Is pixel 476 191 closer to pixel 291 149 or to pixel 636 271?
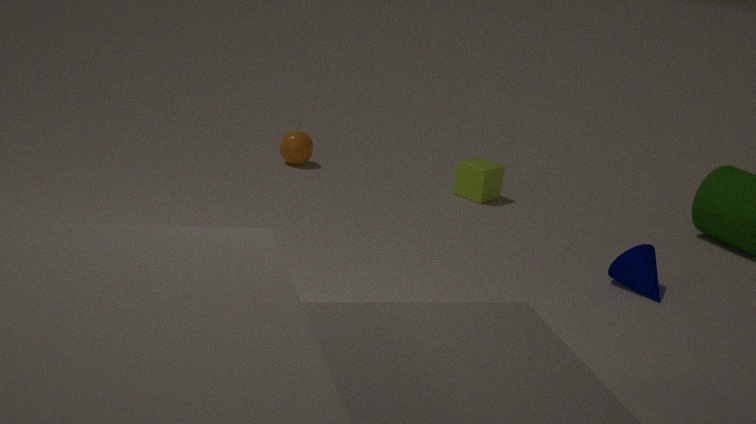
pixel 291 149
